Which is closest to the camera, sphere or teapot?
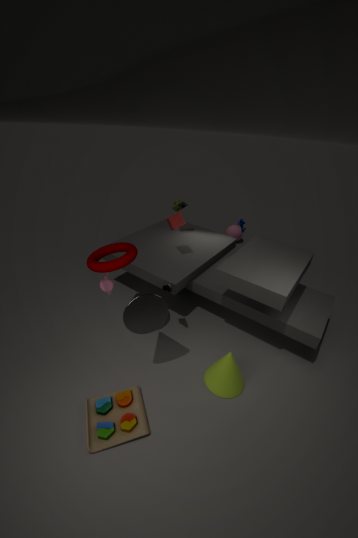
teapot
